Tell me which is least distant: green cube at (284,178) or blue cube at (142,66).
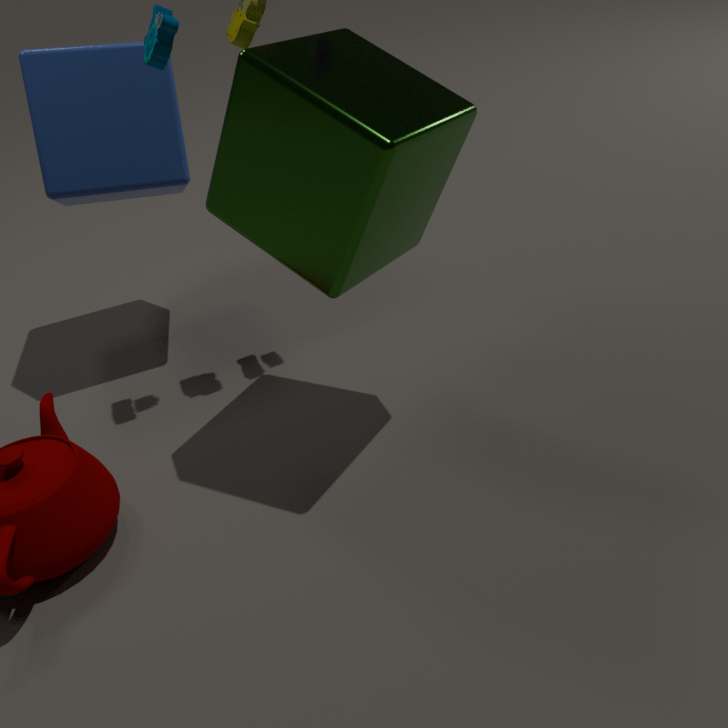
green cube at (284,178)
